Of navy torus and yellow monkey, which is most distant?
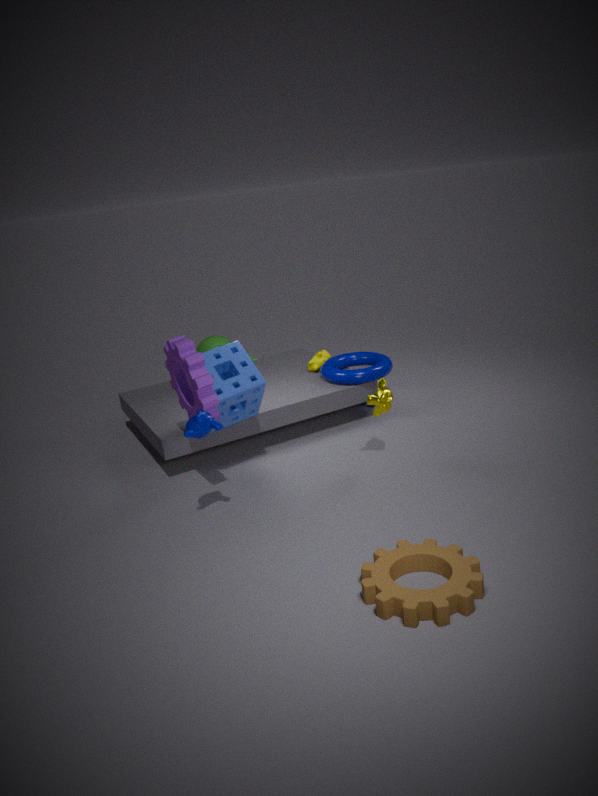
navy torus
